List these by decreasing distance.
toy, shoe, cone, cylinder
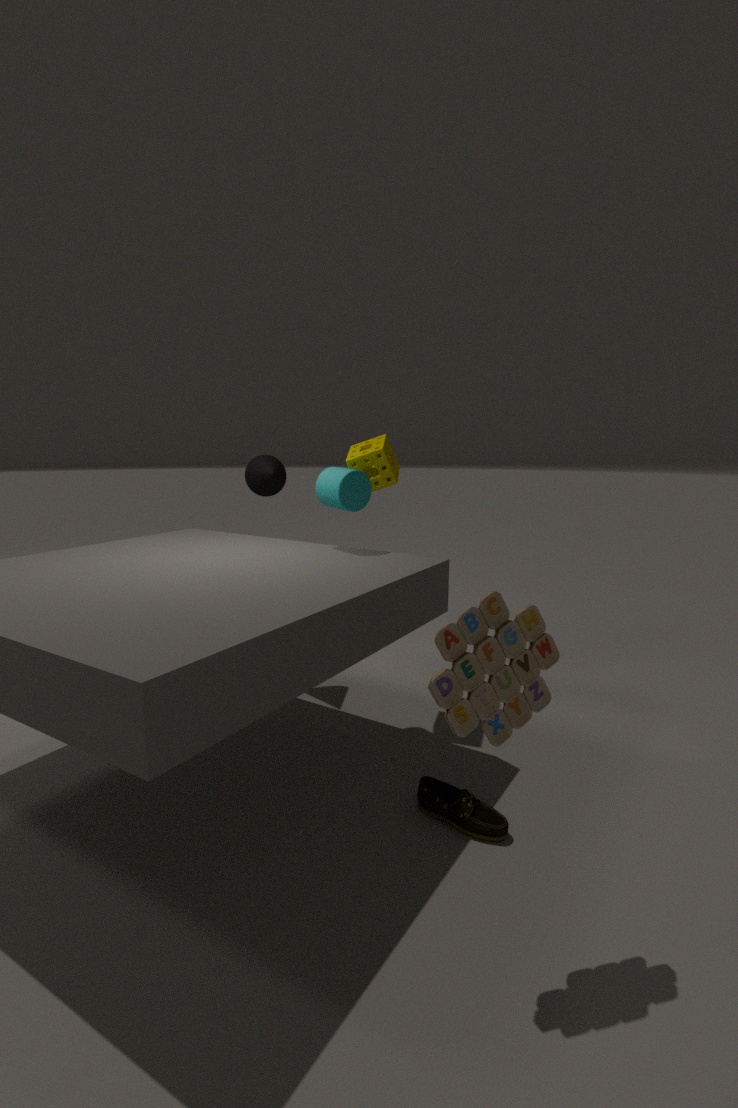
cone, cylinder, shoe, toy
